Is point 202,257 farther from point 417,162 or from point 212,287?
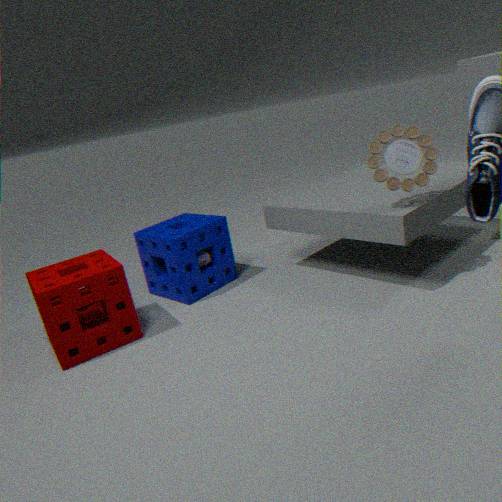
point 417,162
